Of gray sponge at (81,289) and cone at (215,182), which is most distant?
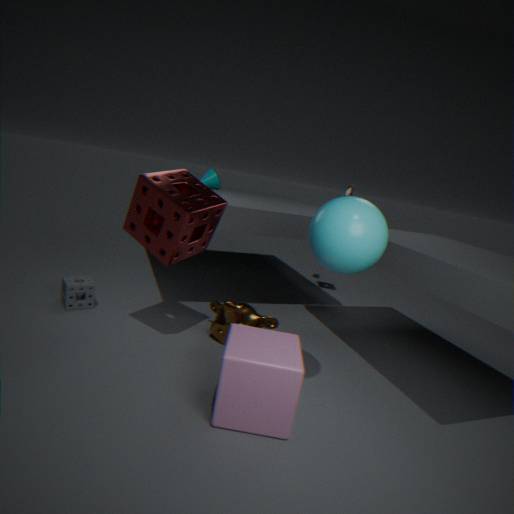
cone at (215,182)
